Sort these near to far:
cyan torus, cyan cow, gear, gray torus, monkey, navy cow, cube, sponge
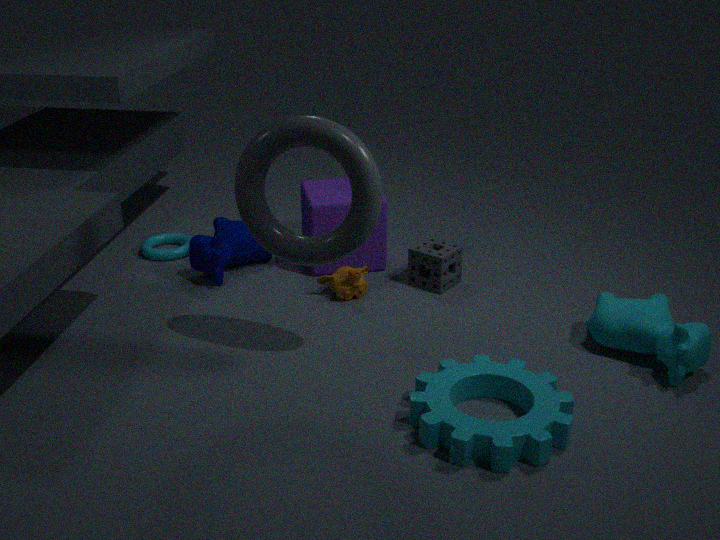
gear < gray torus < cyan cow < monkey < sponge < navy cow < cube < cyan torus
